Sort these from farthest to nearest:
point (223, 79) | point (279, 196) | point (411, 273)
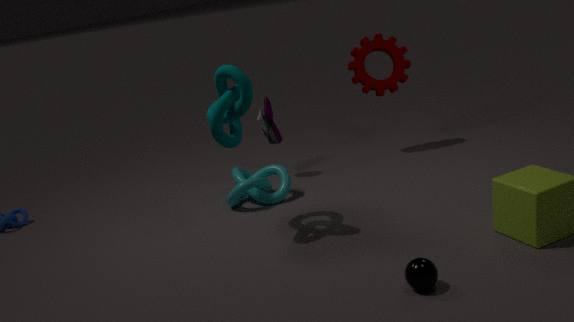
point (279, 196)
point (223, 79)
point (411, 273)
